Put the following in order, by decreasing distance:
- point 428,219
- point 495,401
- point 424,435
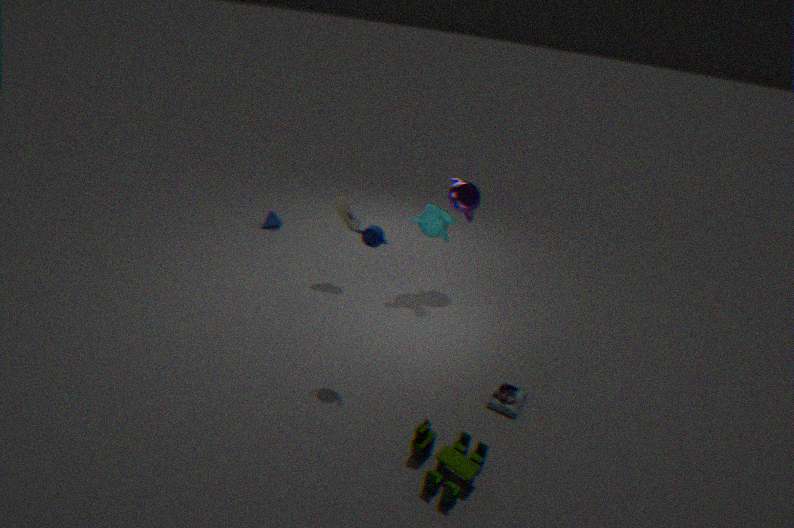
point 428,219, point 495,401, point 424,435
